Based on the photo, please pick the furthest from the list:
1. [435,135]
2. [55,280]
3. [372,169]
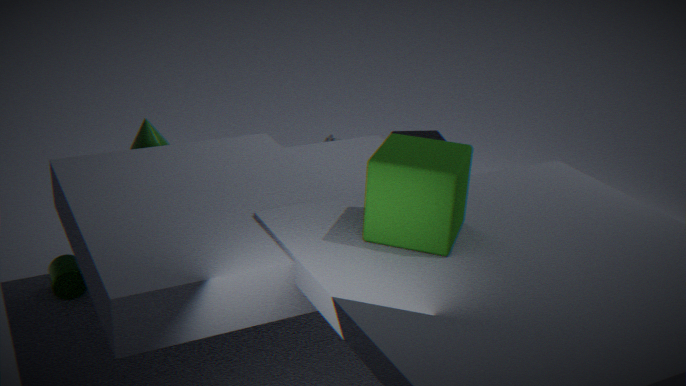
[435,135]
